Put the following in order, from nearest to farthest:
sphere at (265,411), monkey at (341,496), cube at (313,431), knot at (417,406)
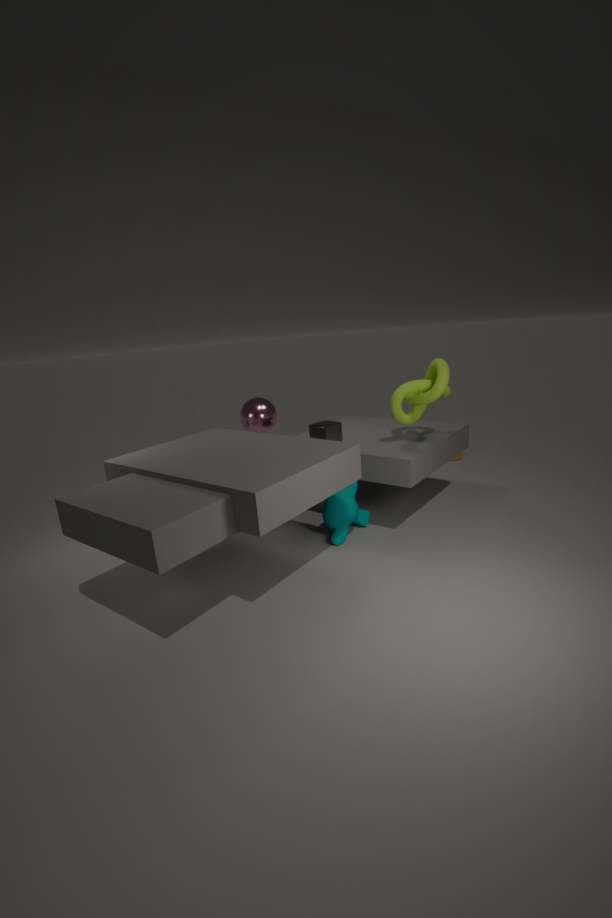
knot at (417,406)
monkey at (341,496)
cube at (313,431)
sphere at (265,411)
